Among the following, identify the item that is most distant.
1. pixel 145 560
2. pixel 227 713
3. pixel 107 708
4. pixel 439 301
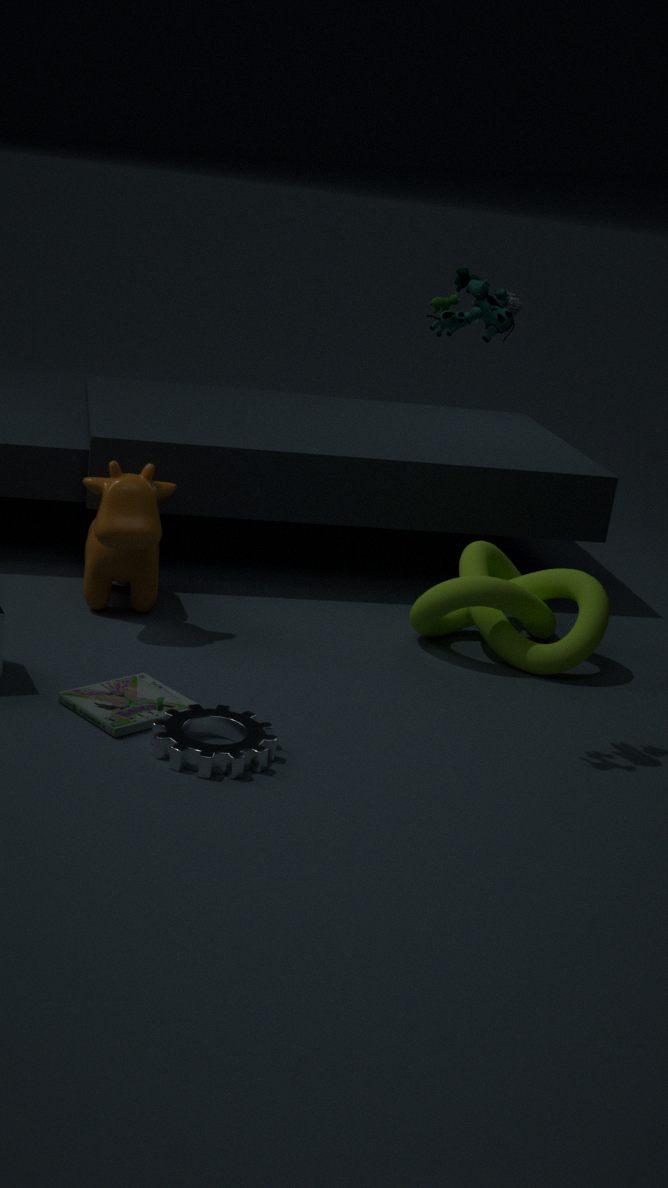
pixel 145 560
